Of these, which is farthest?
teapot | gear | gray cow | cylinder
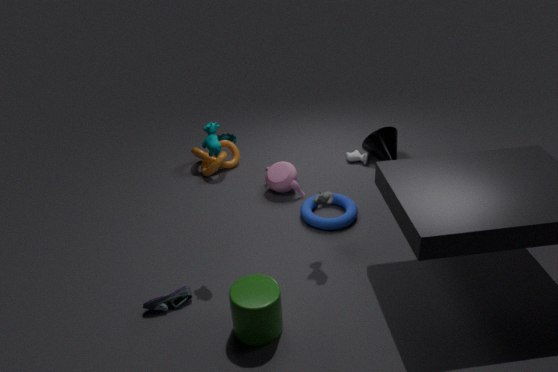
gear
